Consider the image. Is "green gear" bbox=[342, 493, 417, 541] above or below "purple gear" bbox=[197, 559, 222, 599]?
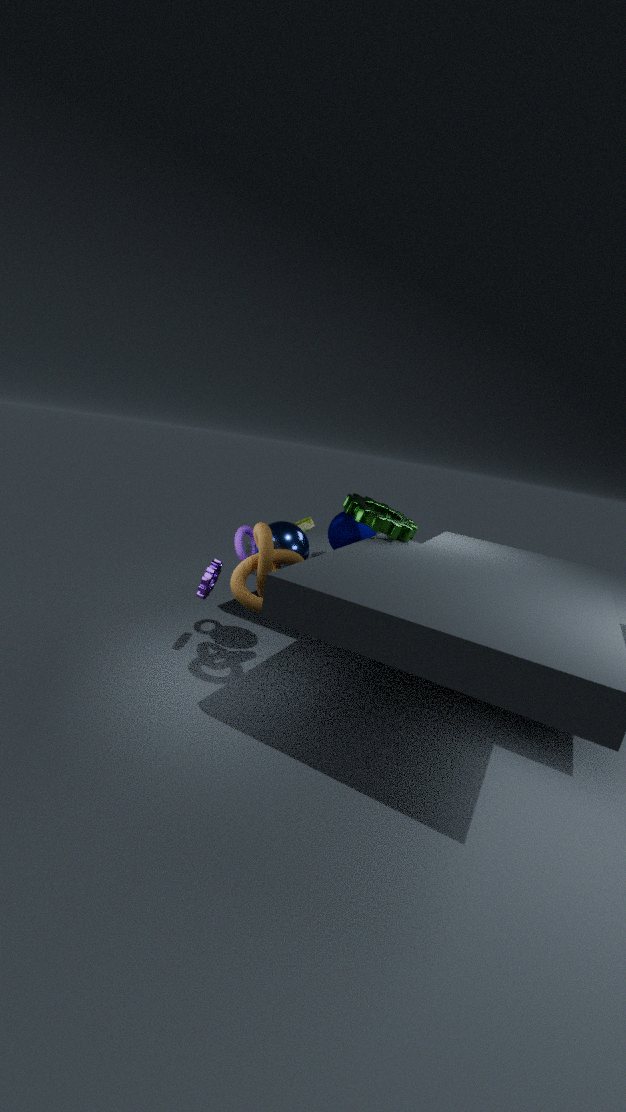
above
